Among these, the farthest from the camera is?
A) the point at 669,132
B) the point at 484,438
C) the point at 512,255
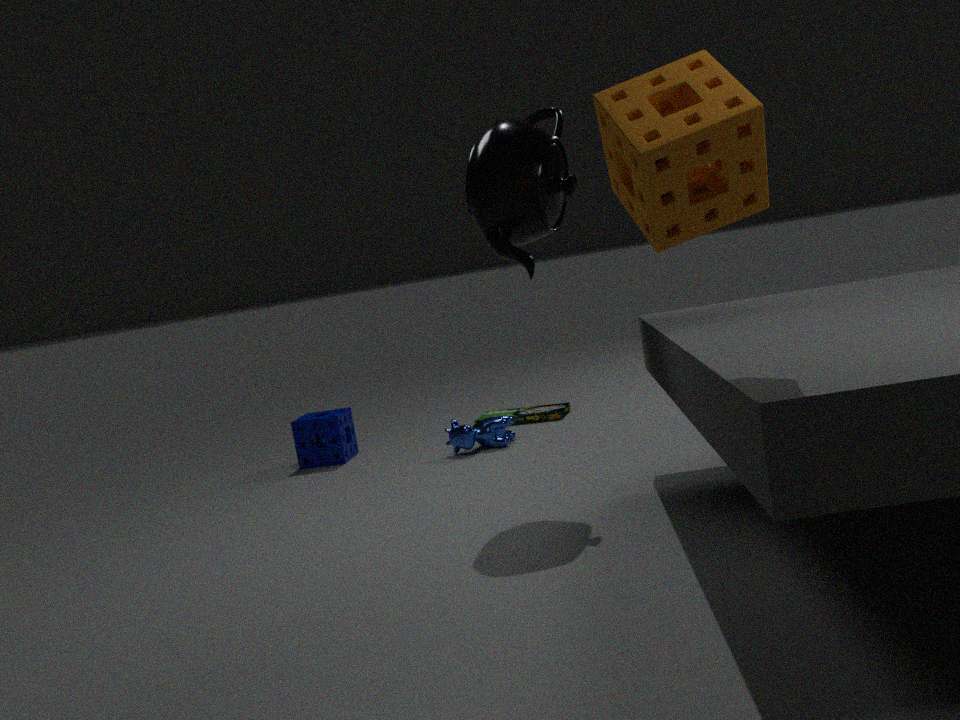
the point at 484,438
